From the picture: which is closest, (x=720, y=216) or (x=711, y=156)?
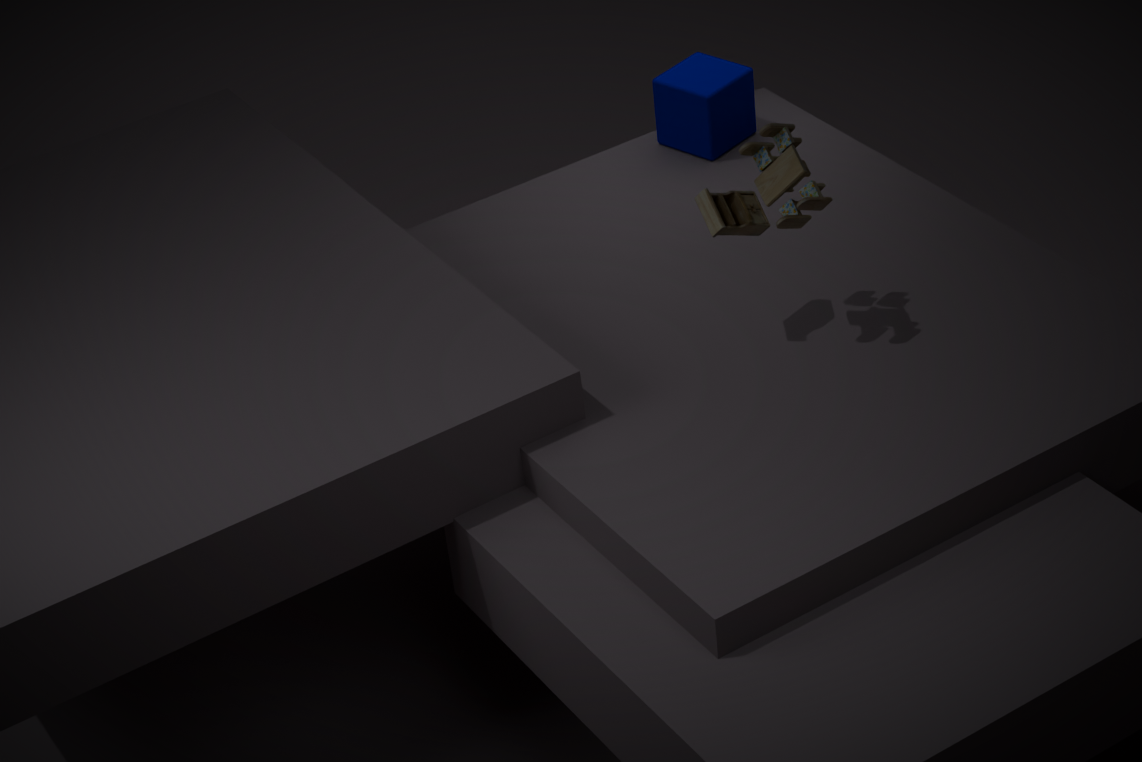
(x=720, y=216)
